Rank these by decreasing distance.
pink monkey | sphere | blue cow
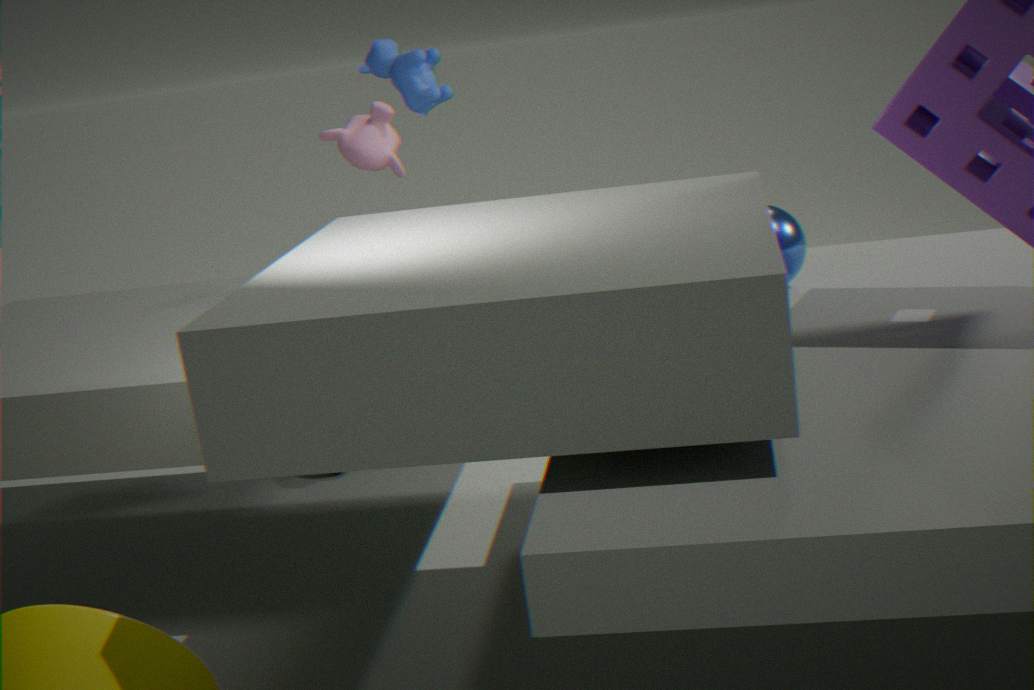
pink monkey, blue cow, sphere
